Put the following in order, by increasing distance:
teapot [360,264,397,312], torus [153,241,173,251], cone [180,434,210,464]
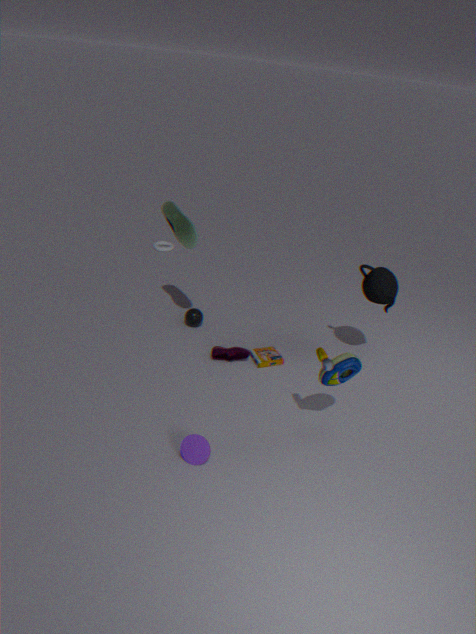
cone [180,434,210,464] → teapot [360,264,397,312] → torus [153,241,173,251]
